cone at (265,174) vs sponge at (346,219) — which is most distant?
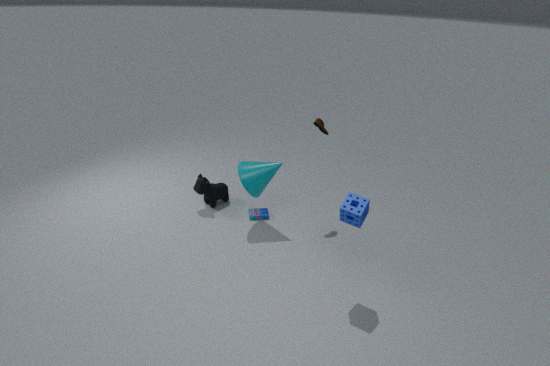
cone at (265,174)
